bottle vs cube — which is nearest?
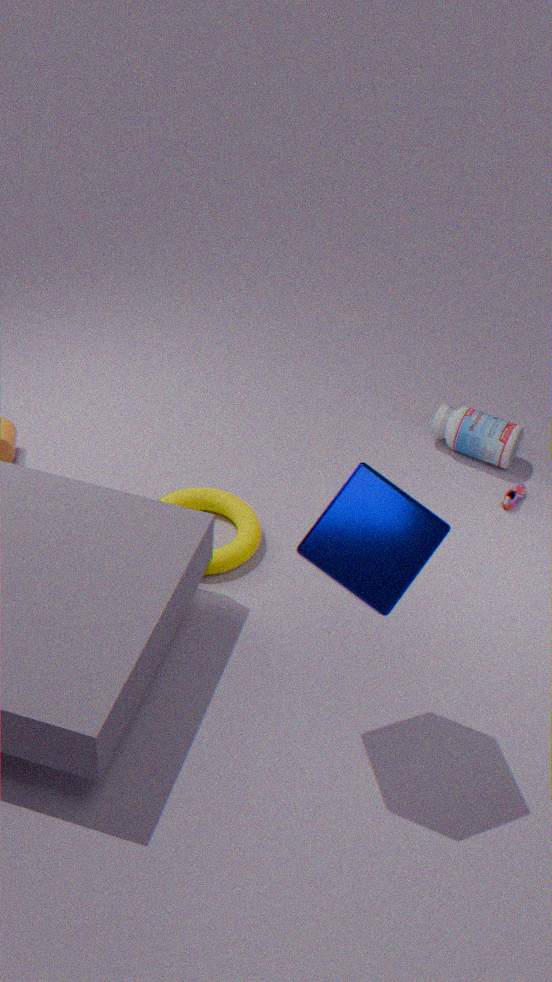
cube
